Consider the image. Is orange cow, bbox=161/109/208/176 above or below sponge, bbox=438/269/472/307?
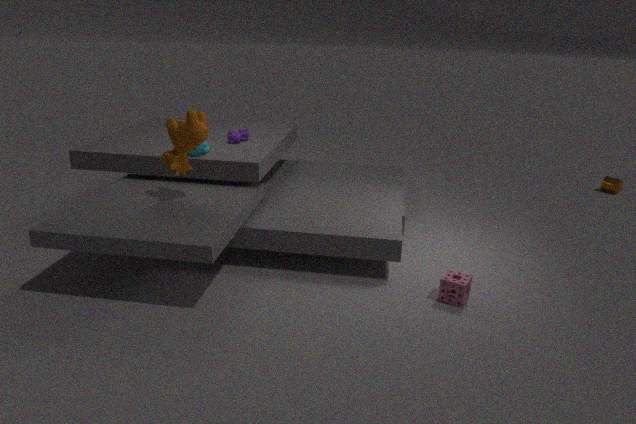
above
